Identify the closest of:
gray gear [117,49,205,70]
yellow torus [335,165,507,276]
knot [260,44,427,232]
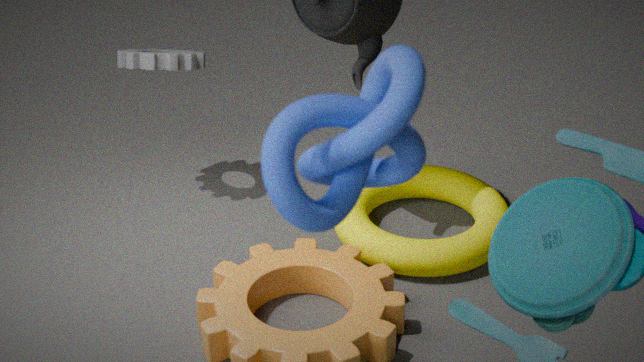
knot [260,44,427,232]
